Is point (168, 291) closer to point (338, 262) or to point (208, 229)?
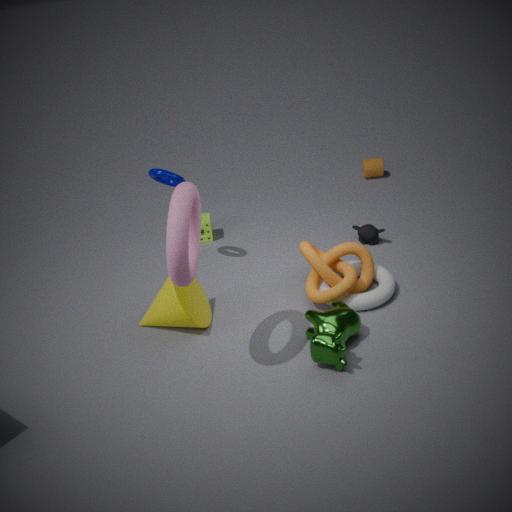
point (338, 262)
